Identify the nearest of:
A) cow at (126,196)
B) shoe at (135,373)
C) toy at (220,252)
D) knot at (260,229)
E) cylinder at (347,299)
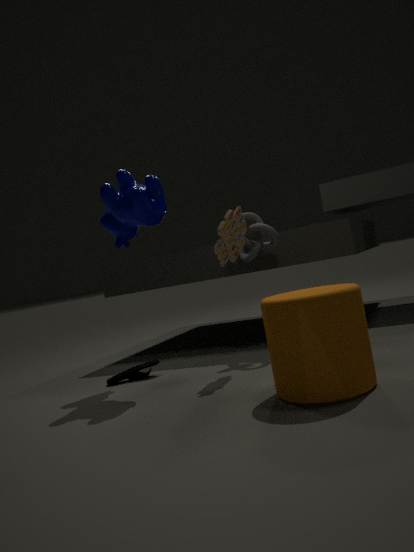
cylinder at (347,299)
